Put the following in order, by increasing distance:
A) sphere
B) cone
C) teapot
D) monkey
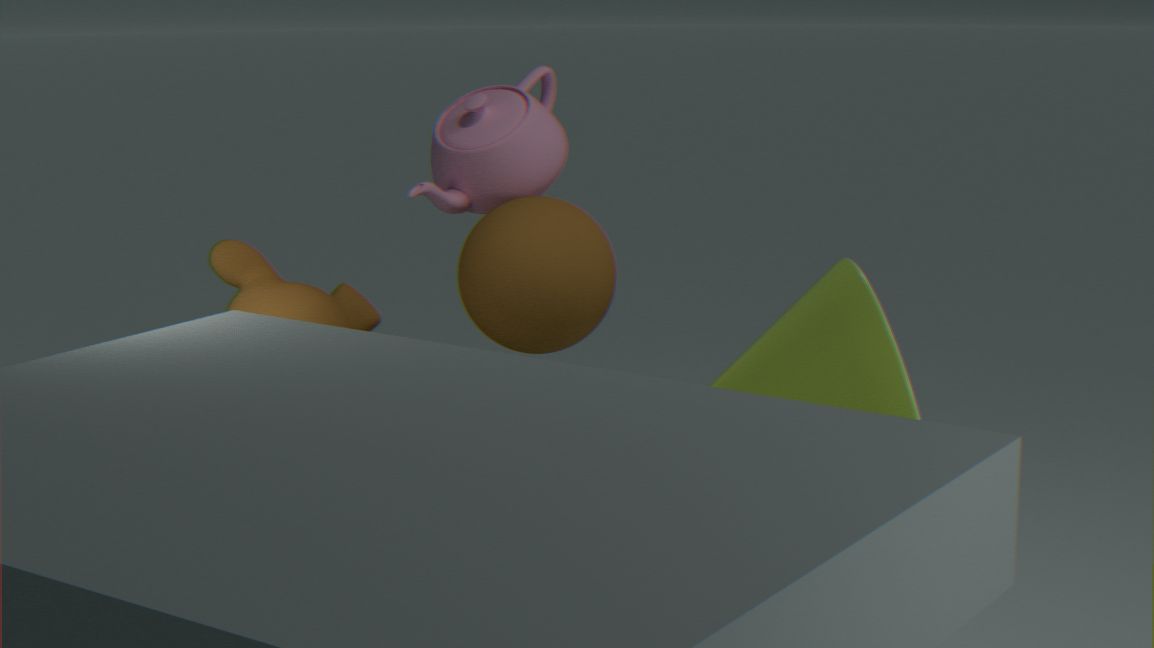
cone → monkey → sphere → teapot
